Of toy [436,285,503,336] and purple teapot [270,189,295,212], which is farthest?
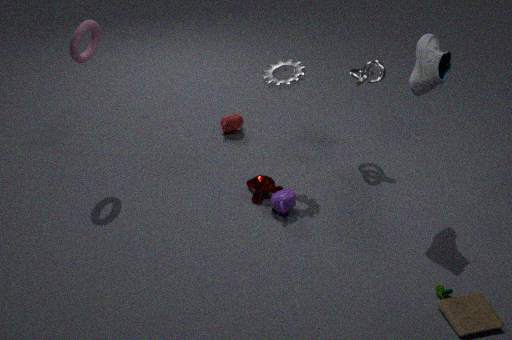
purple teapot [270,189,295,212]
